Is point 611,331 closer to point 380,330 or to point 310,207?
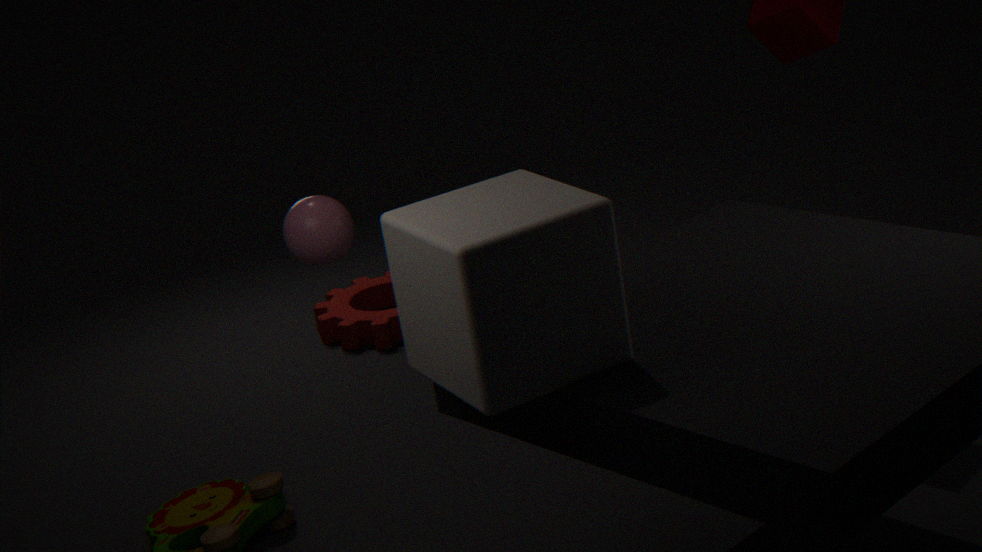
point 310,207
